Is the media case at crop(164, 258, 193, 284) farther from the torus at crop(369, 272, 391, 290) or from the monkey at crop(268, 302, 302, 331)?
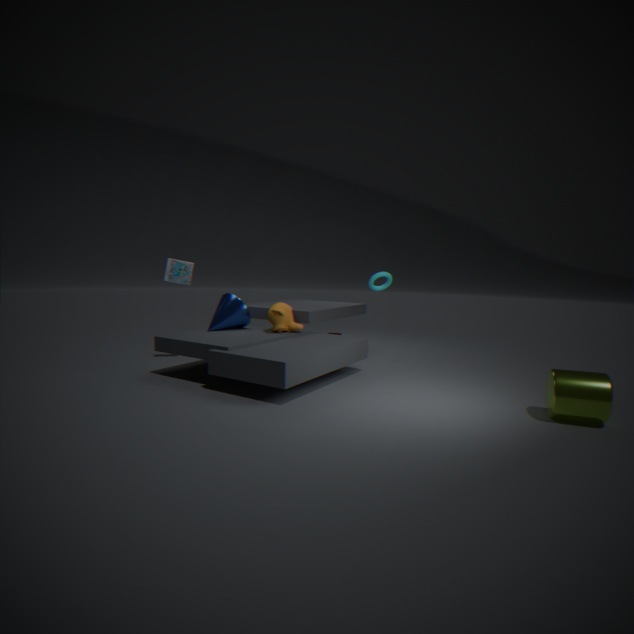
the torus at crop(369, 272, 391, 290)
